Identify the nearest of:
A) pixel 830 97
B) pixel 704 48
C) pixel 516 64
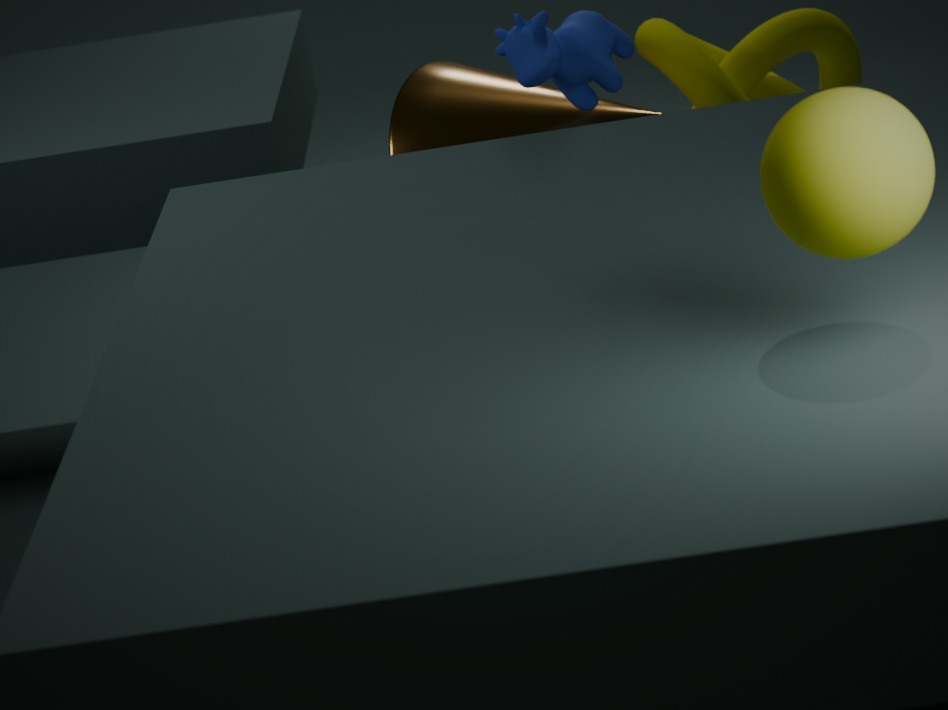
pixel 830 97
